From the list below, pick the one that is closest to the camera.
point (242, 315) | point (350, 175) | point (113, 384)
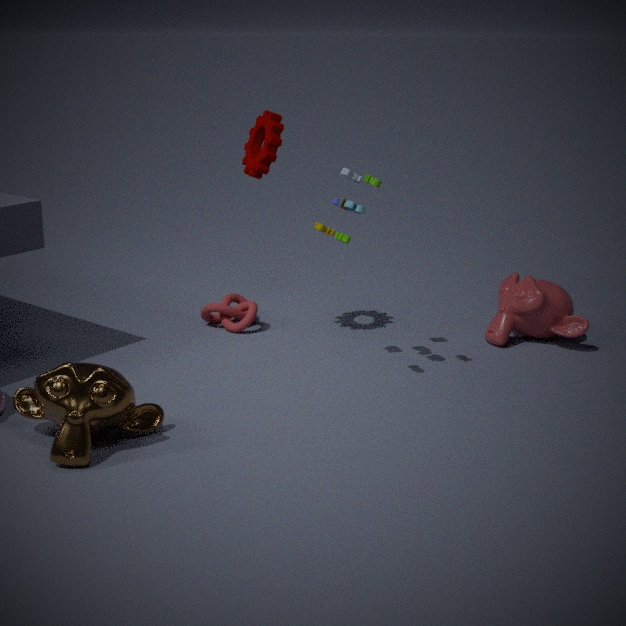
point (113, 384)
